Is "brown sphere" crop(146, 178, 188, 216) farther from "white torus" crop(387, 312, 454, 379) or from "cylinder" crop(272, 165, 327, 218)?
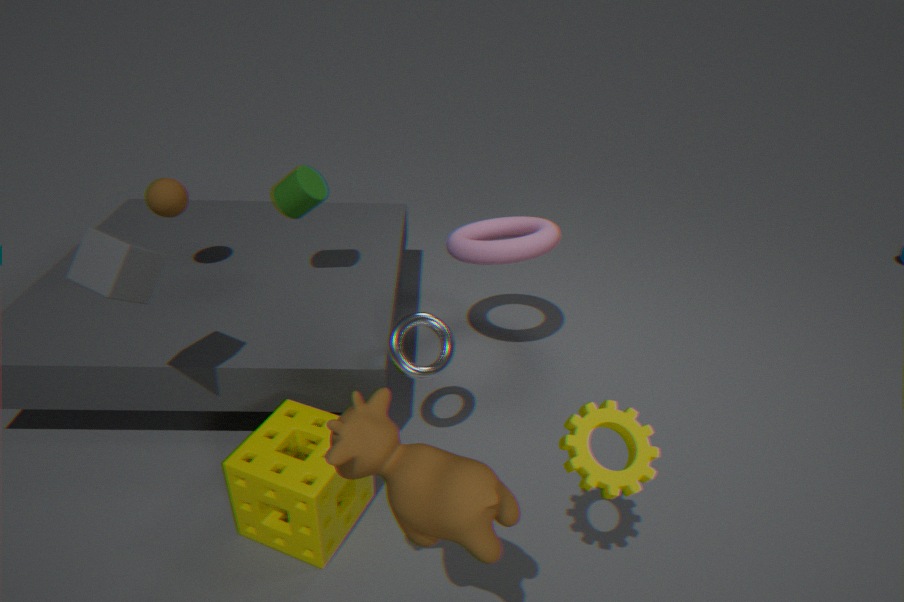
"white torus" crop(387, 312, 454, 379)
